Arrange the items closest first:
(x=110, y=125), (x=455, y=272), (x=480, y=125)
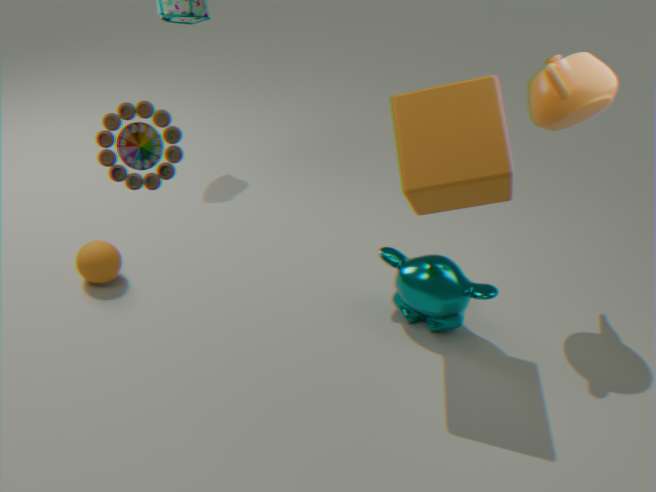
(x=110, y=125) → (x=480, y=125) → (x=455, y=272)
